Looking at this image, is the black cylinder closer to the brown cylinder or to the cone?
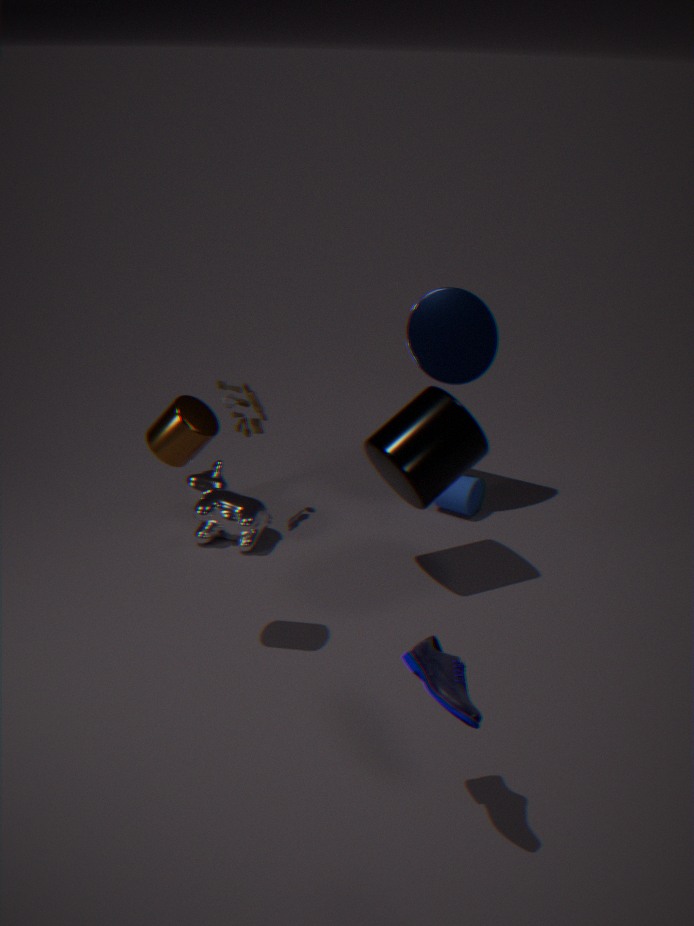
the cone
